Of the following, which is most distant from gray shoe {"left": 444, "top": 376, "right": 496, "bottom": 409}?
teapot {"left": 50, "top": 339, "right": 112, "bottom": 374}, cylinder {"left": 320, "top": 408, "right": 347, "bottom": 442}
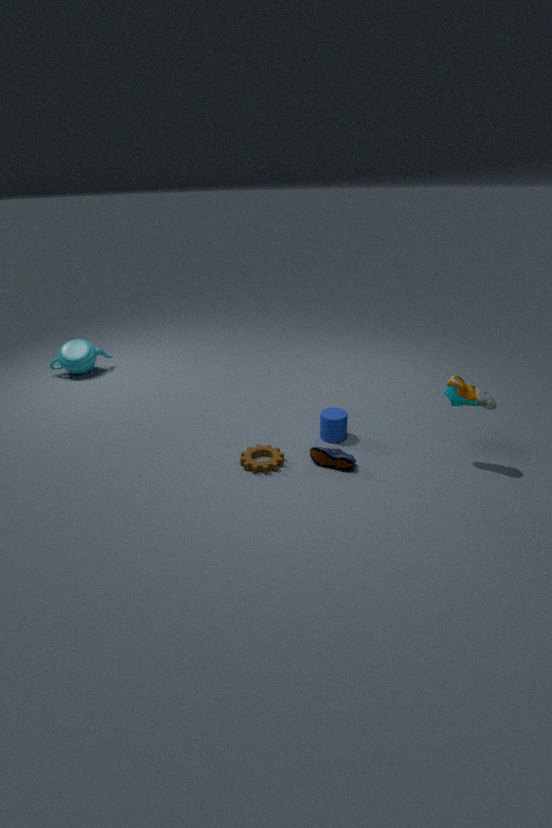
teapot {"left": 50, "top": 339, "right": 112, "bottom": 374}
